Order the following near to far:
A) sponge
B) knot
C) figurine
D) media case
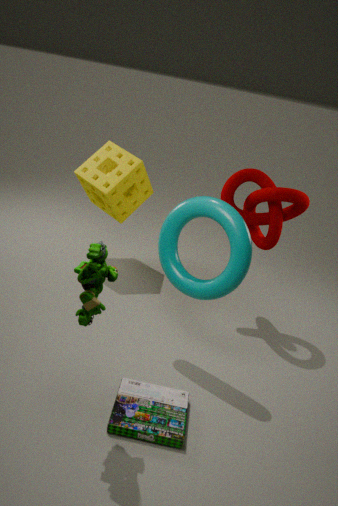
figurine < media case < knot < sponge
